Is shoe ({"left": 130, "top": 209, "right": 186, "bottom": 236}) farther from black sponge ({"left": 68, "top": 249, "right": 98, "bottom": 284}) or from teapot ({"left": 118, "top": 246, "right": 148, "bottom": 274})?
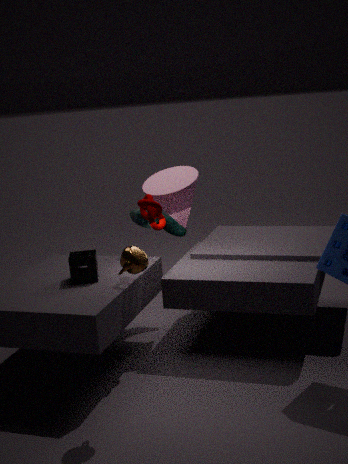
teapot ({"left": 118, "top": 246, "right": 148, "bottom": 274})
